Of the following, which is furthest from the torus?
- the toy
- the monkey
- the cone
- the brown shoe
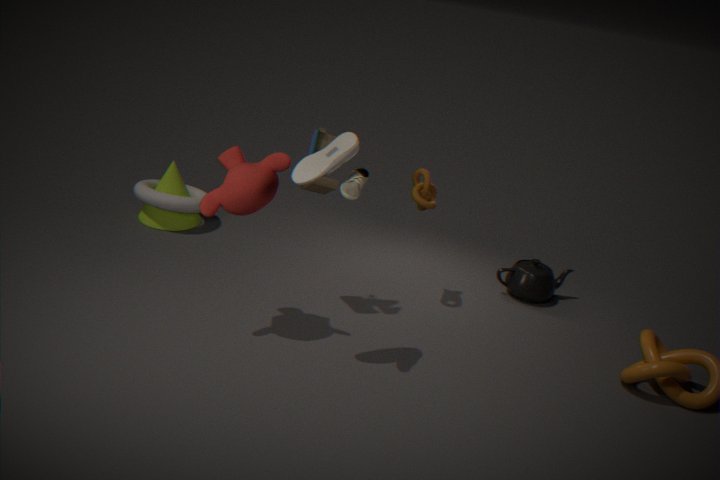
the brown shoe
